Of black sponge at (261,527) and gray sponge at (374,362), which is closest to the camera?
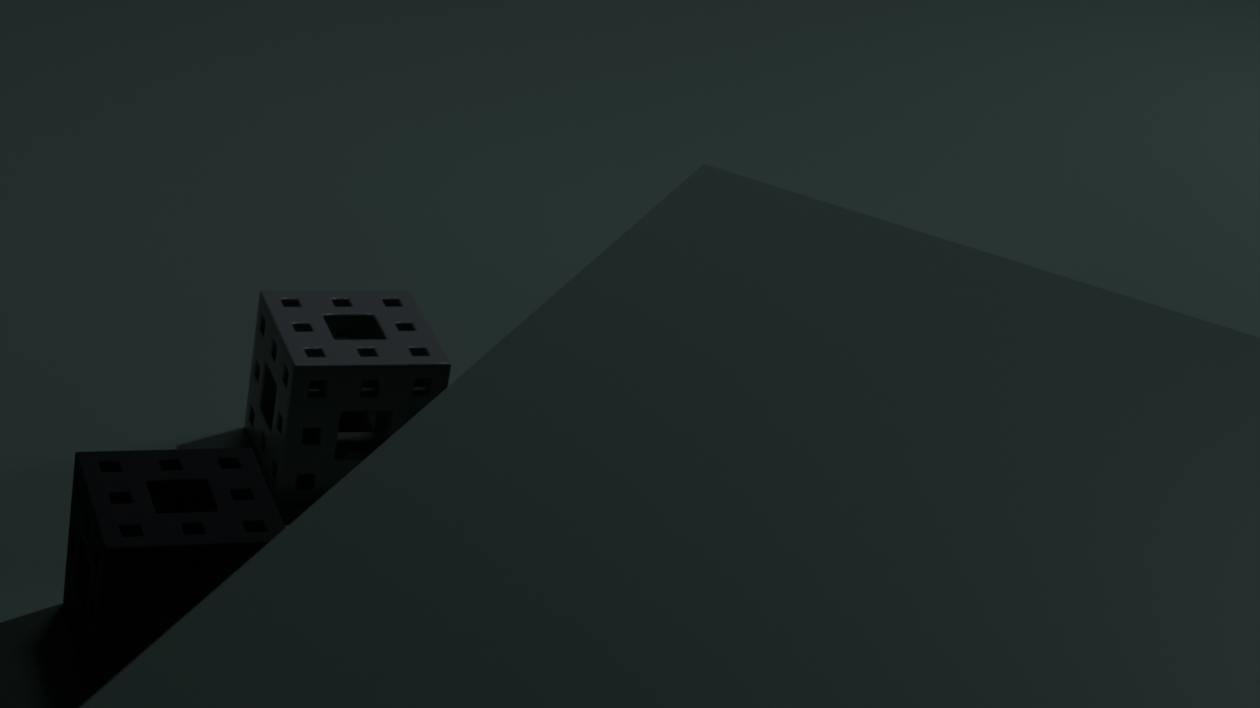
black sponge at (261,527)
